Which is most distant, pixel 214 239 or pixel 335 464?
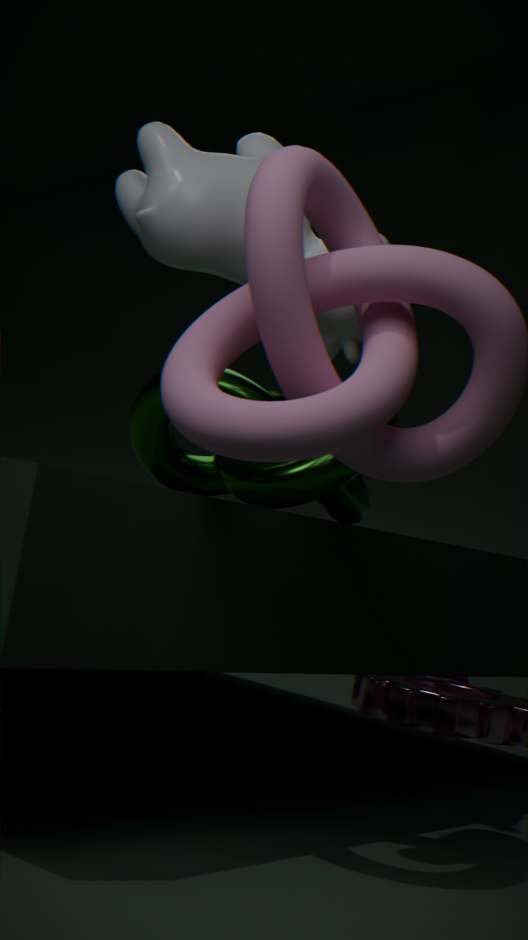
pixel 335 464
